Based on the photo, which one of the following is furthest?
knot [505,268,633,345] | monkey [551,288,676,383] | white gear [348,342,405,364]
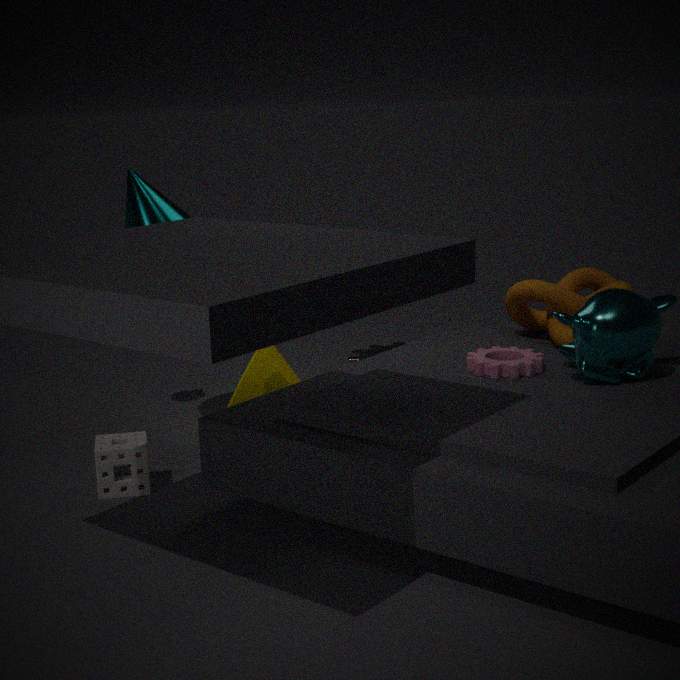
white gear [348,342,405,364]
